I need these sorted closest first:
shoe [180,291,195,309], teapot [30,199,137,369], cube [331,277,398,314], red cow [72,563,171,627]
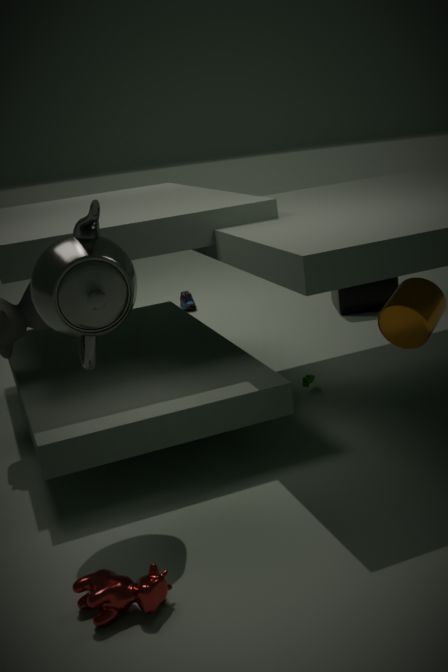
1. red cow [72,563,171,627]
2. teapot [30,199,137,369]
3. cube [331,277,398,314]
4. shoe [180,291,195,309]
